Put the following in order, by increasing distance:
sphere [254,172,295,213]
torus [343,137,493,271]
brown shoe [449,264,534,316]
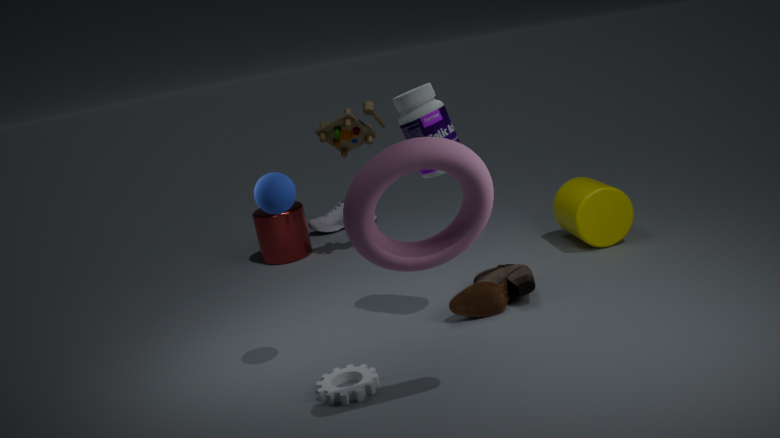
1. torus [343,137,493,271]
2. sphere [254,172,295,213]
3. brown shoe [449,264,534,316]
